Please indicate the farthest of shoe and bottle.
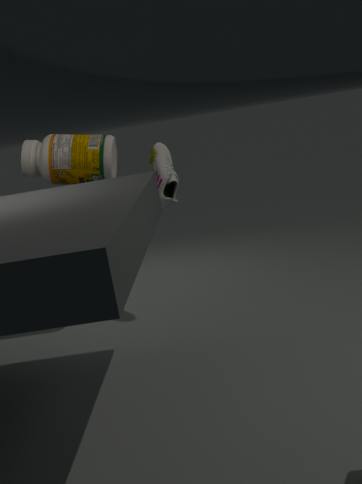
shoe
